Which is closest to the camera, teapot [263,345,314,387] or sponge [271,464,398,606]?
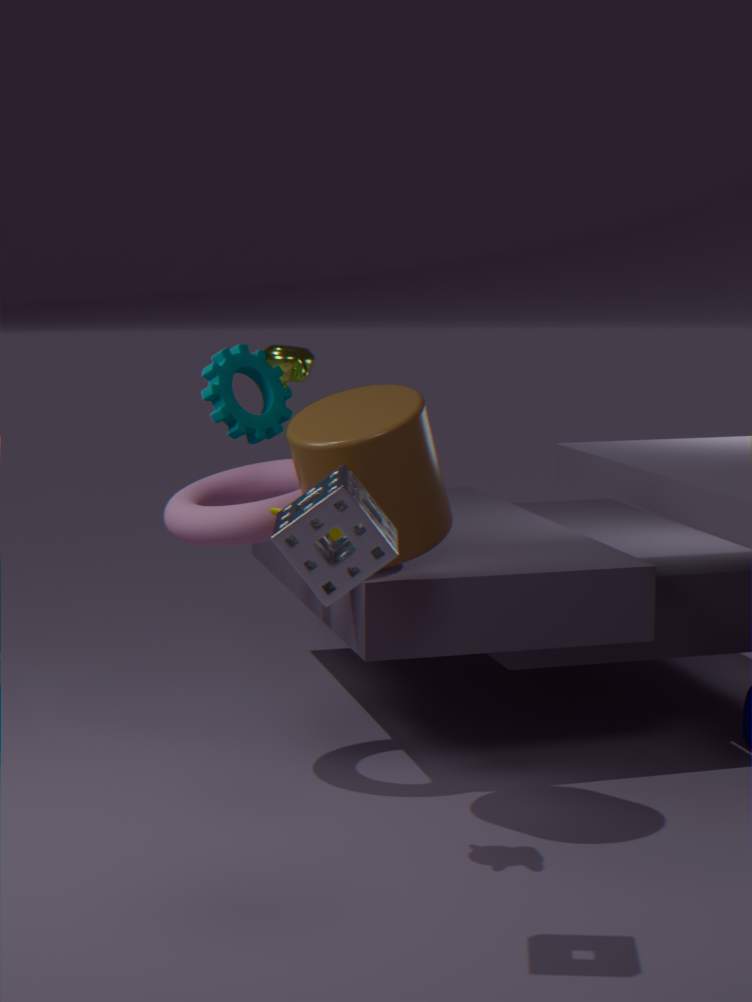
sponge [271,464,398,606]
